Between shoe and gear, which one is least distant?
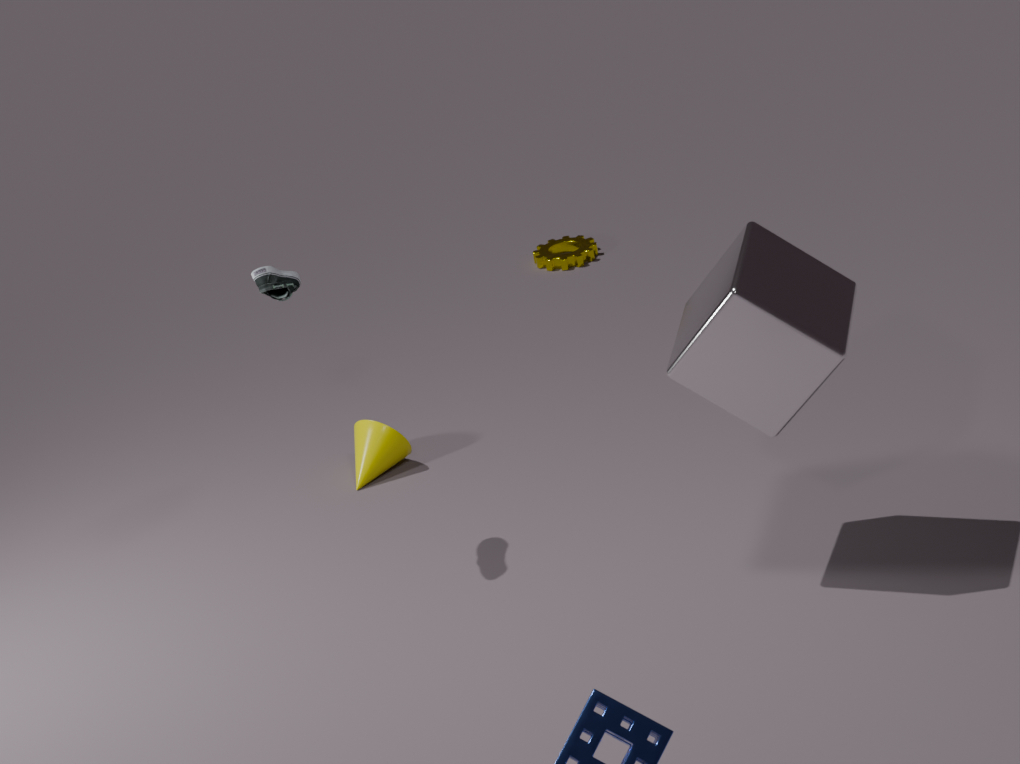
shoe
